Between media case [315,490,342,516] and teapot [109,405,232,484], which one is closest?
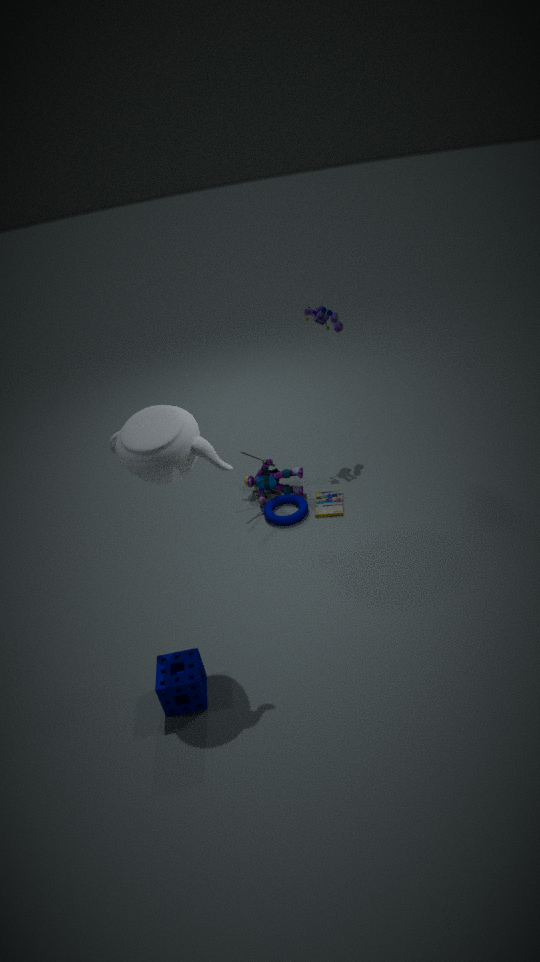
teapot [109,405,232,484]
